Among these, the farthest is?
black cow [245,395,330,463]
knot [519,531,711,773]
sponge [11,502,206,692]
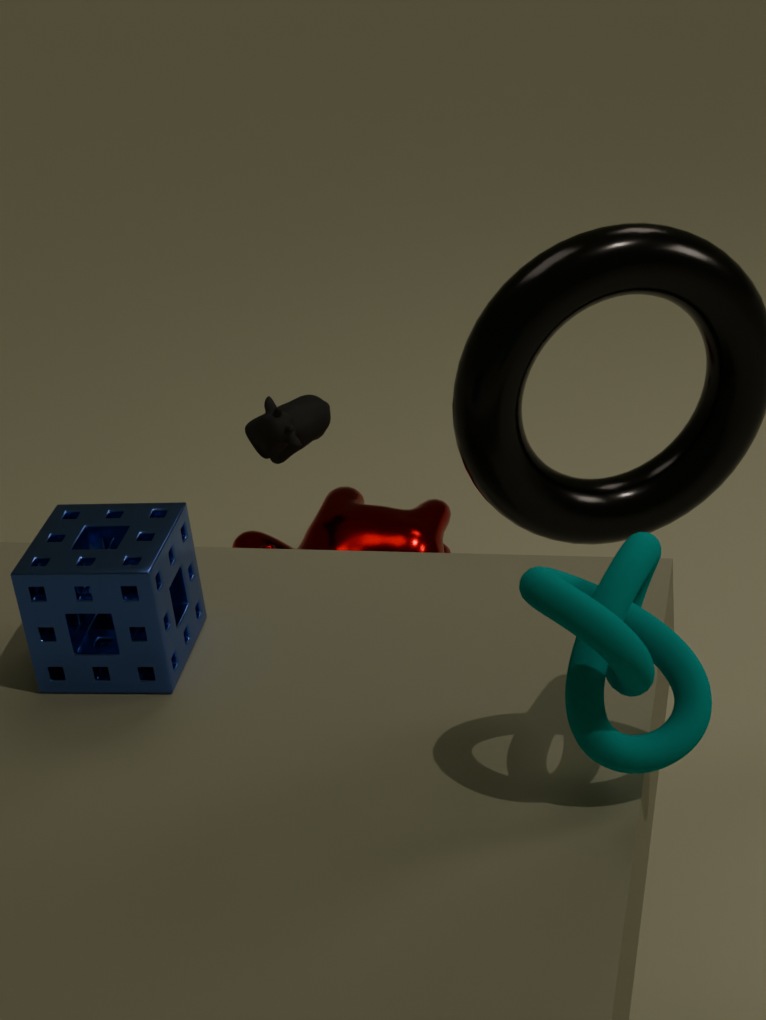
black cow [245,395,330,463]
